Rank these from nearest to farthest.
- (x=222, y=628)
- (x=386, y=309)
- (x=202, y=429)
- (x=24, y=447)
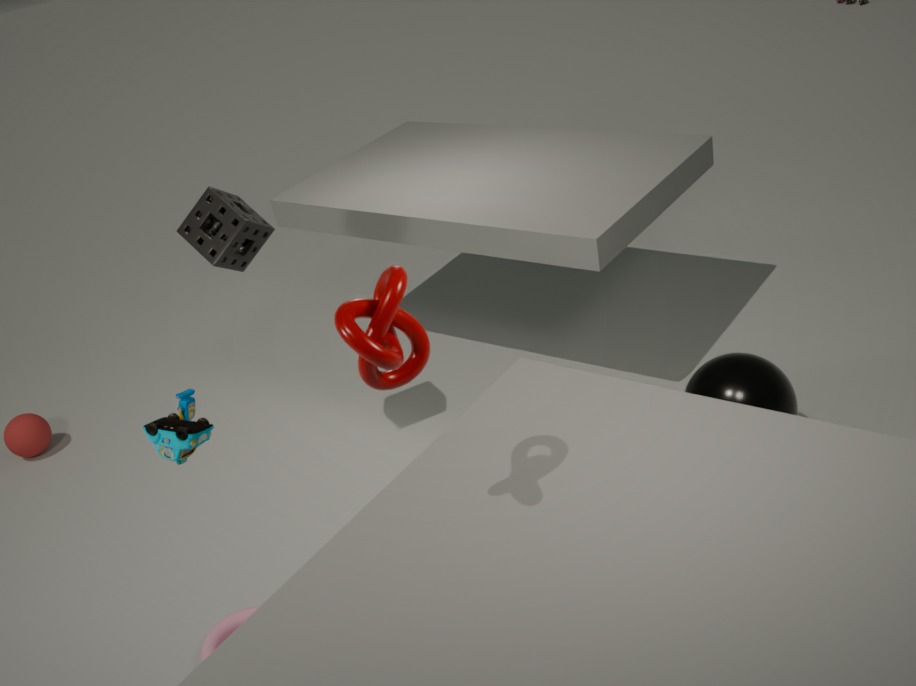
(x=386, y=309)
(x=202, y=429)
(x=222, y=628)
(x=24, y=447)
